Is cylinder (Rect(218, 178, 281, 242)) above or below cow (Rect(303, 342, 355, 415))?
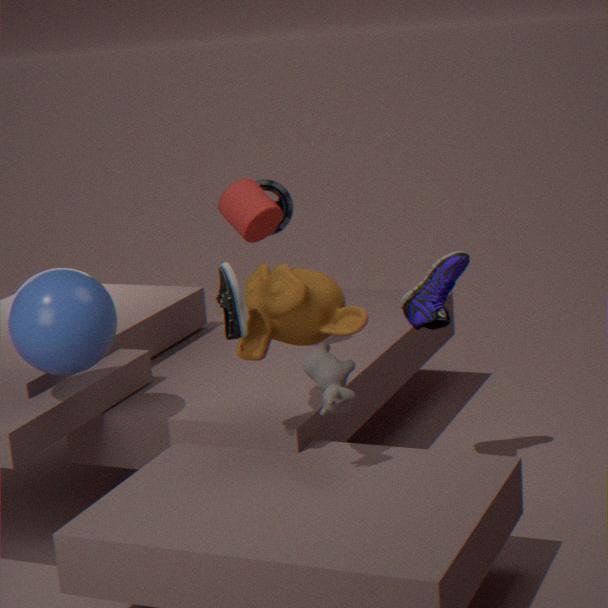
above
